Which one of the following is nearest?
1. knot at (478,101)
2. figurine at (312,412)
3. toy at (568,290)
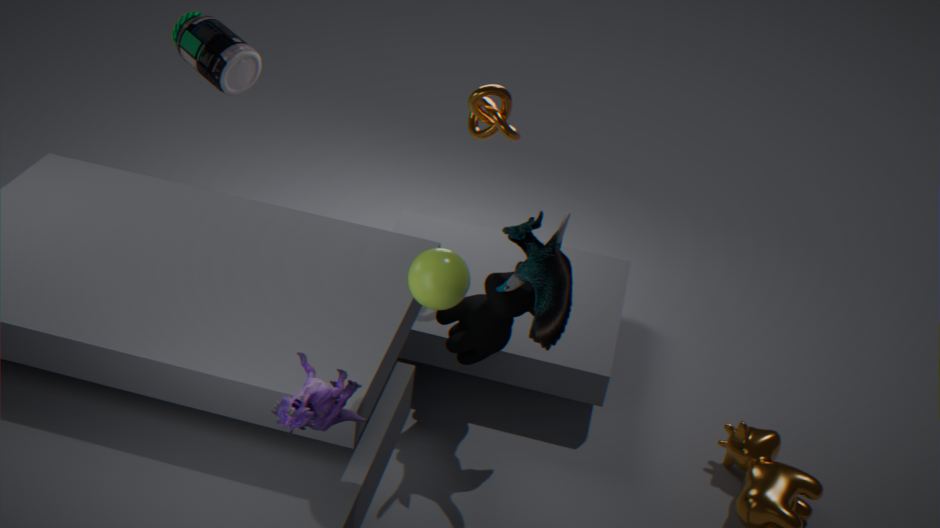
figurine at (312,412)
